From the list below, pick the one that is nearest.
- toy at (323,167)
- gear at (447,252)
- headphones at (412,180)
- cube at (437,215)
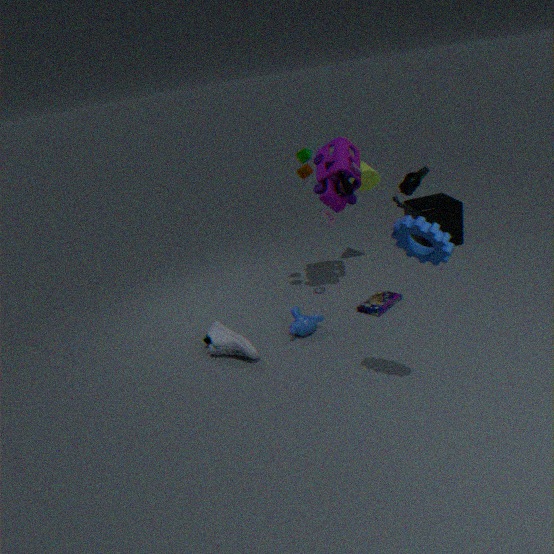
gear at (447,252)
